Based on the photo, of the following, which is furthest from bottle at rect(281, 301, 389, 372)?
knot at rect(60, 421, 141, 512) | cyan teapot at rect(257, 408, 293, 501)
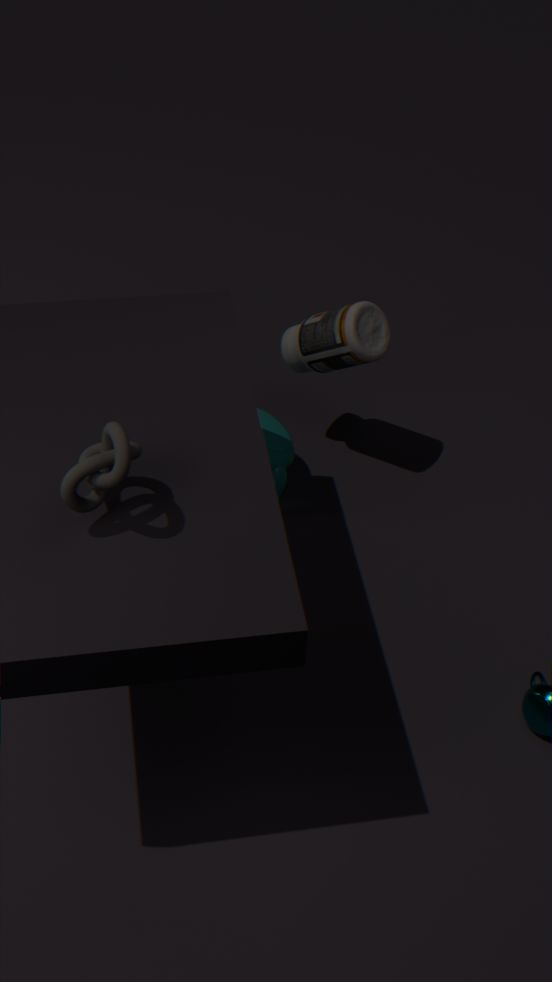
knot at rect(60, 421, 141, 512)
